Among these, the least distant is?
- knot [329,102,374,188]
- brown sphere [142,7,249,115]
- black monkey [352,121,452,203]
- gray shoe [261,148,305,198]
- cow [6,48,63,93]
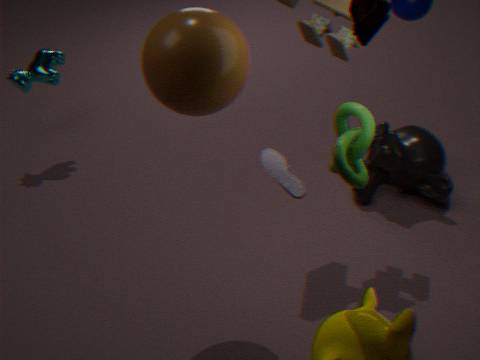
Answer: knot [329,102,374,188]
